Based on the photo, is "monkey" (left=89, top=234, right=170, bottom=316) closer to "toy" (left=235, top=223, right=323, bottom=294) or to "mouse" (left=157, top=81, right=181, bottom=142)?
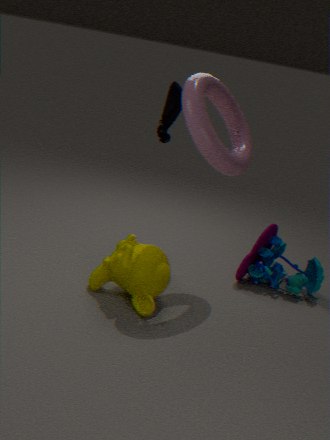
"toy" (left=235, top=223, right=323, bottom=294)
